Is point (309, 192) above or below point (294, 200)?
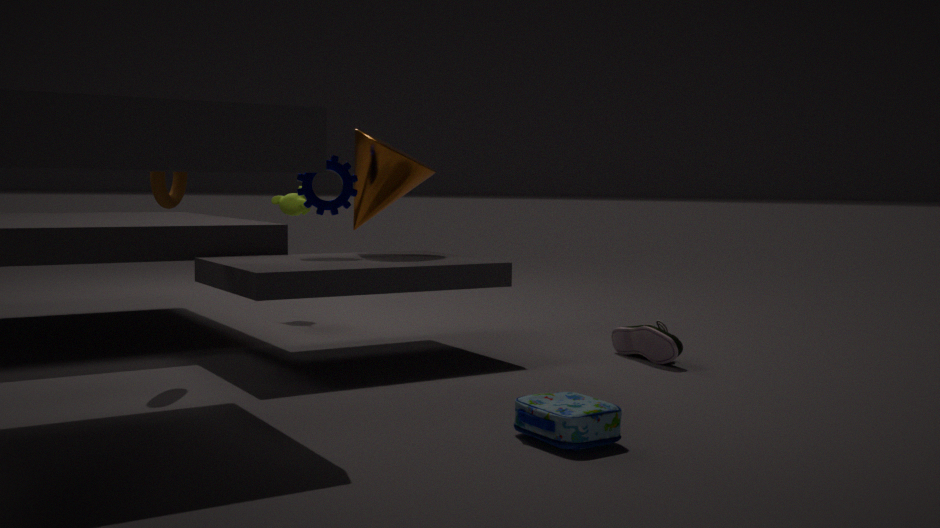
above
